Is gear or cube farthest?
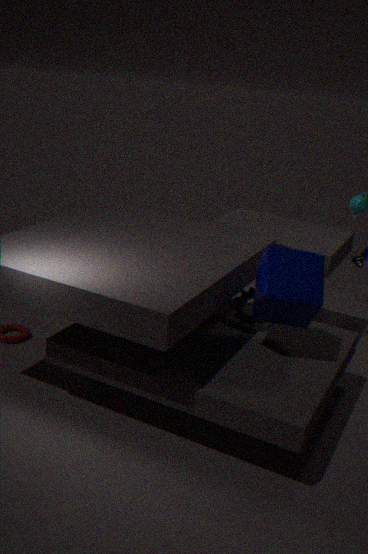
gear
